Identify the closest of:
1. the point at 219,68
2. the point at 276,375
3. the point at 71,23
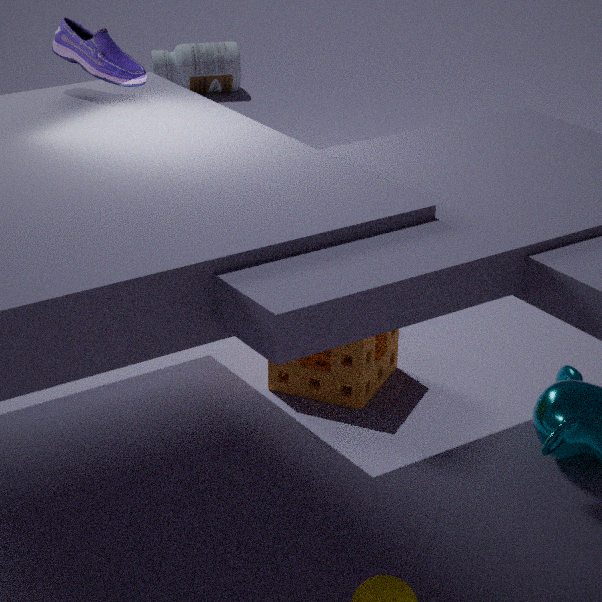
the point at 71,23
